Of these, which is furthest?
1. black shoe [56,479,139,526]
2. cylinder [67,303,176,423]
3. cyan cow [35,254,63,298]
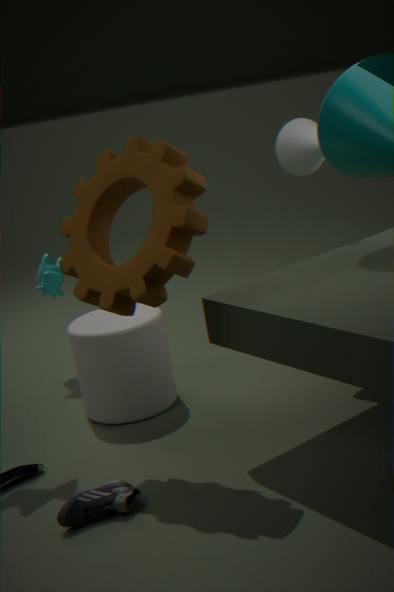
cyan cow [35,254,63,298]
